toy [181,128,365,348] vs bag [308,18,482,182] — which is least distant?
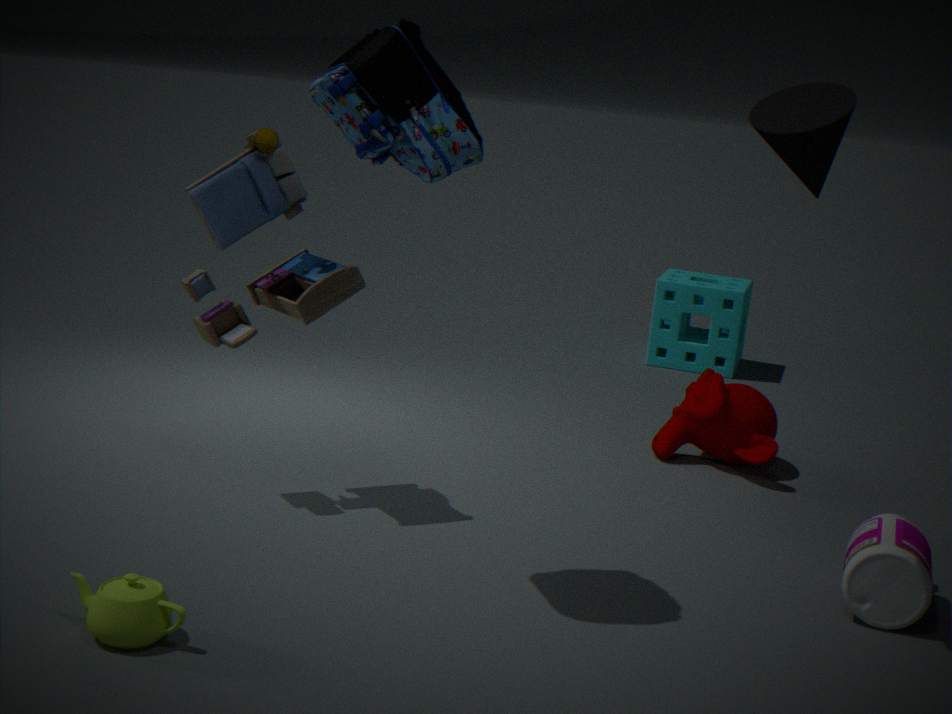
bag [308,18,482,182]
